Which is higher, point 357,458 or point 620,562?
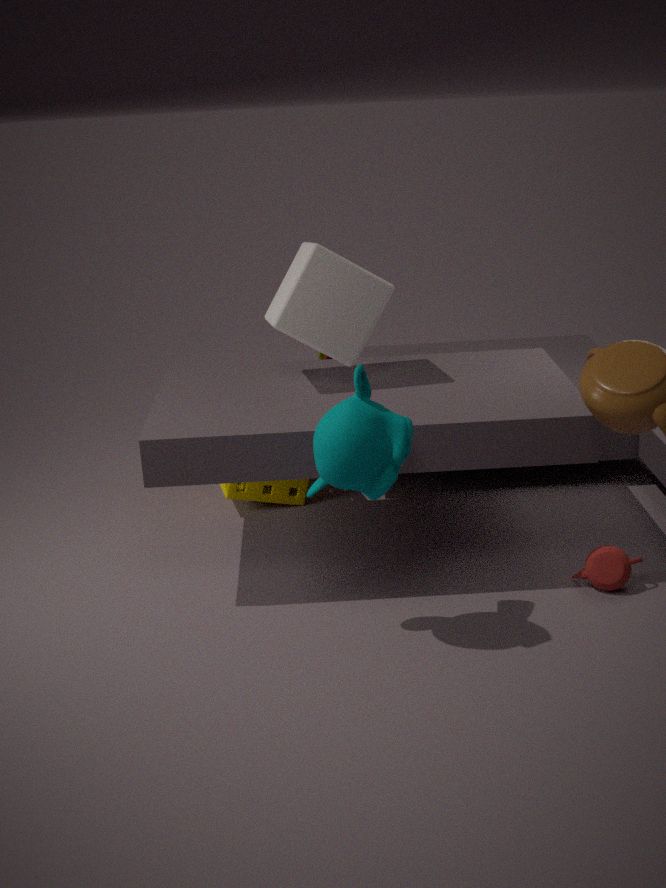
point 357,458
